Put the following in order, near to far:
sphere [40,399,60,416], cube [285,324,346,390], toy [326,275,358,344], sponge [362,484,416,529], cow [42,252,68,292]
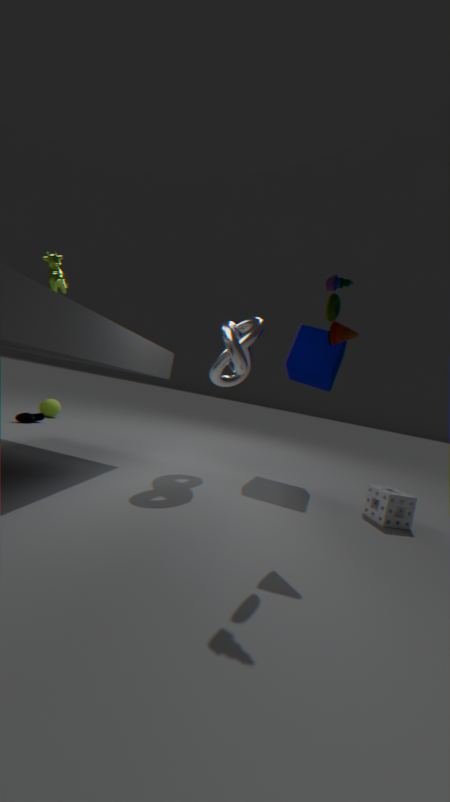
toy [326,275,358,344] < sponge [362,484,416,529] < cow [42,252,68,292] < cube [285,324,346,390] < sphere [40,399,60,416]
